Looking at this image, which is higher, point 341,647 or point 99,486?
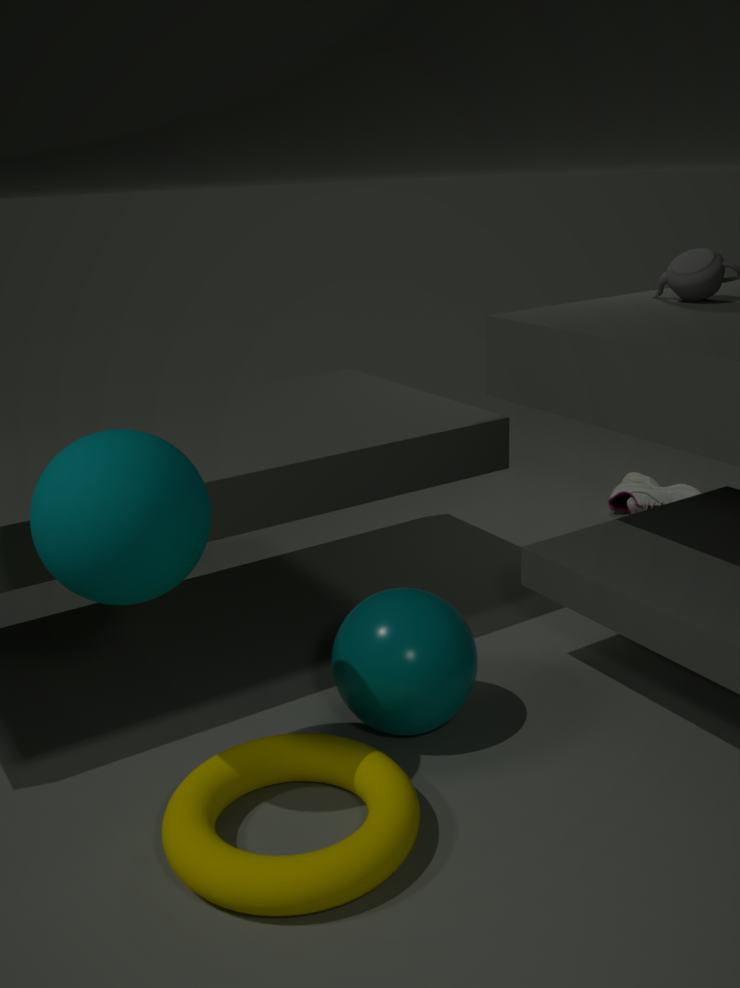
point 99,486
